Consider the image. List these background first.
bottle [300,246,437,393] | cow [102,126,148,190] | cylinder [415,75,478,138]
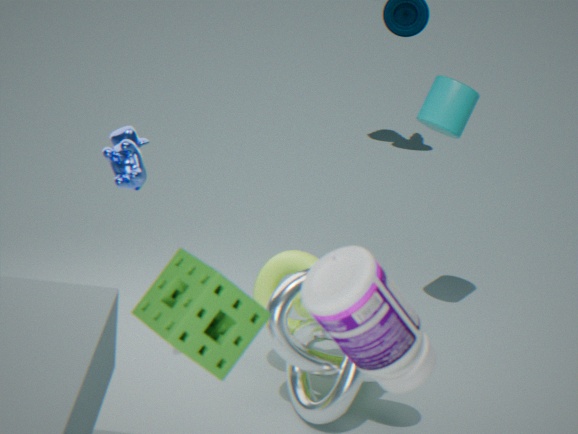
cylinder [415,75,478,138], cow [102,126,148,190], bottle [300,246,437,393]
